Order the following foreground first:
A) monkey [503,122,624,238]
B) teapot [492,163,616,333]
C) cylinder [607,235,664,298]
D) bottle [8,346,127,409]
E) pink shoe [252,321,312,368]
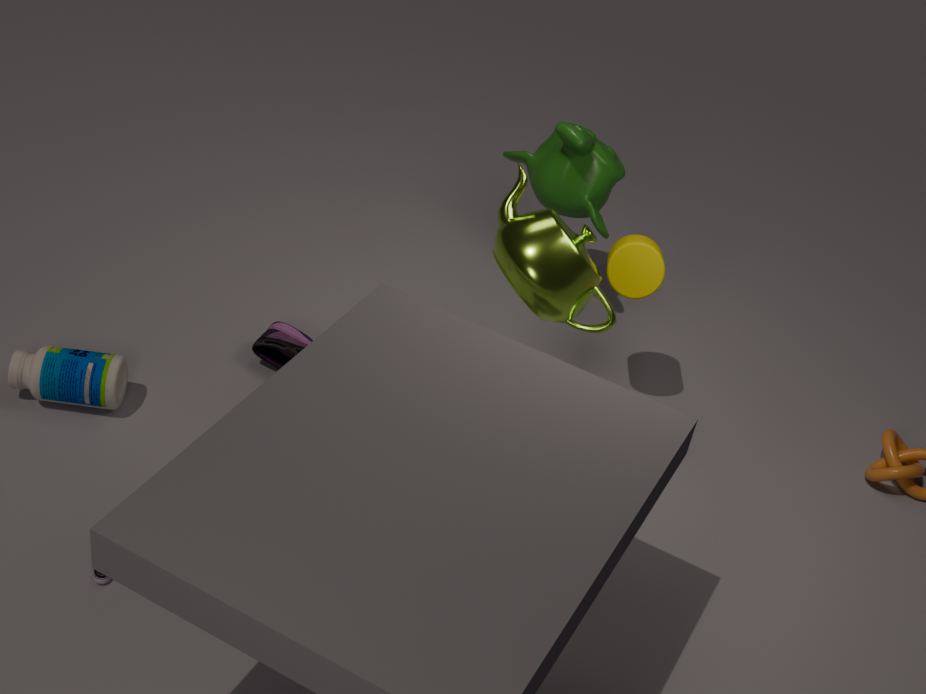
teapot [492,163,616,333] → bottle [8,346,127,409] → cylinder [607,235,664,298] → pink shoe [252,321,312,368] → monkey [503,122,624,238]
